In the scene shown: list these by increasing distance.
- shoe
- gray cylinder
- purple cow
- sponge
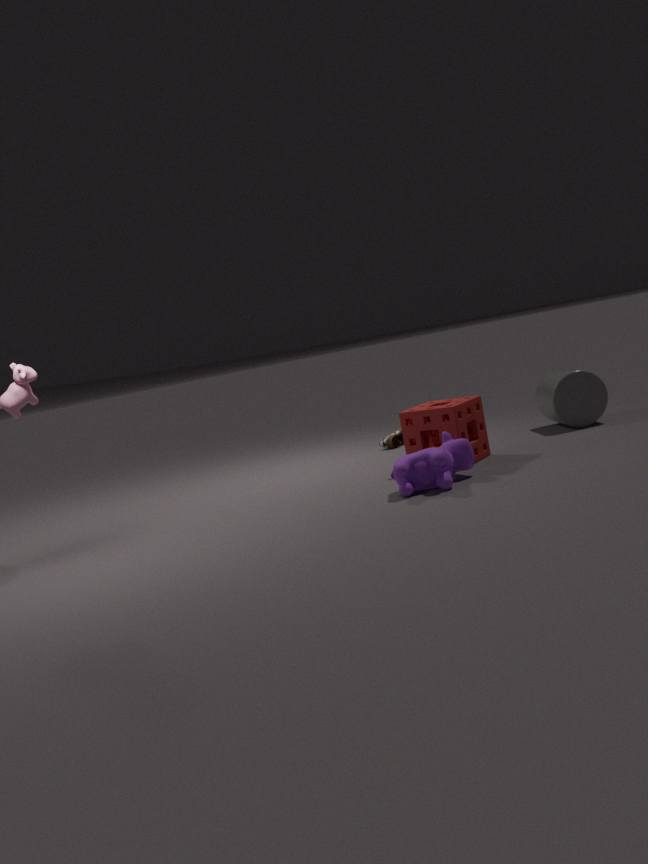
purple cow
sponge
gray cylinder
shoe
